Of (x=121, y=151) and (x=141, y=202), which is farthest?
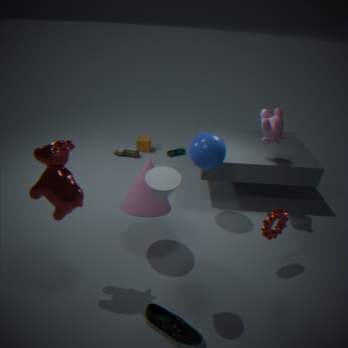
(x=121, y=151)
